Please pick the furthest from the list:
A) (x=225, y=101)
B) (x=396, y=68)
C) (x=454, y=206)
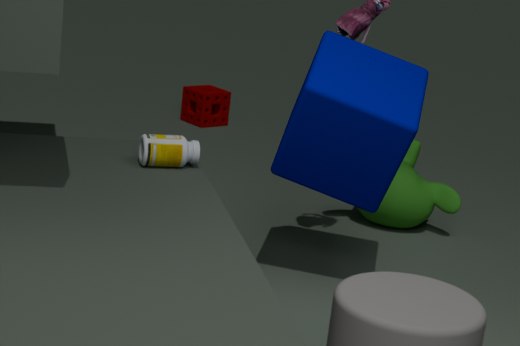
A. (x=225, y=101)
